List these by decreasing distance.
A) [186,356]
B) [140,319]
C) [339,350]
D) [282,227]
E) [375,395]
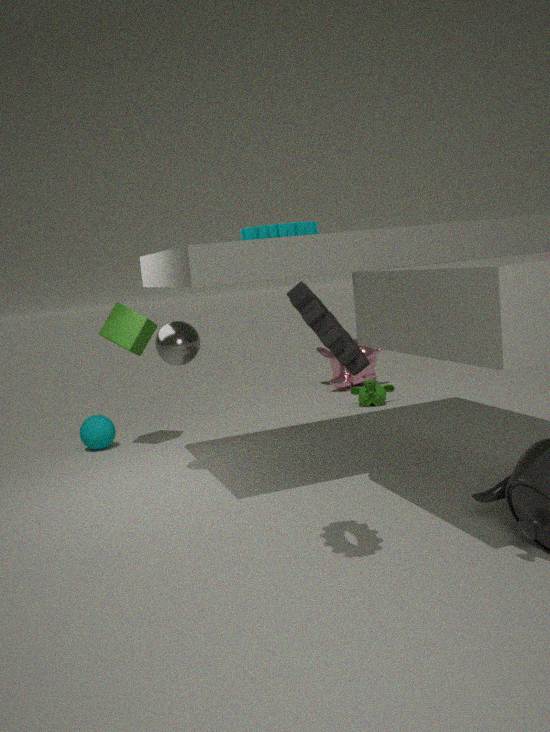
1. [375,395]
2. [140,319]
3. [186,356]
4. [282,227]
5. [339,350]
